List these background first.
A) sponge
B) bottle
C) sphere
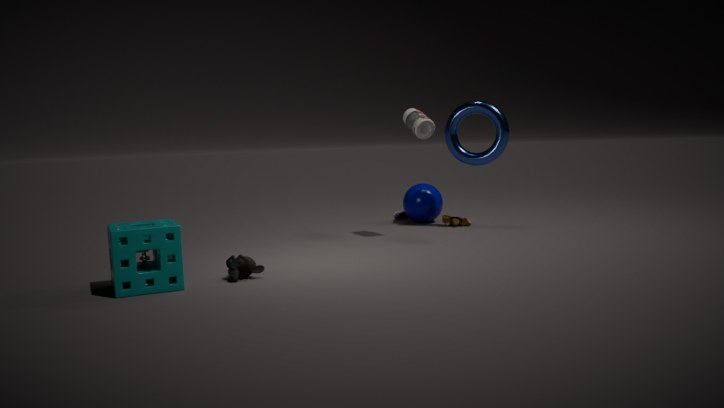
sphere → bottle → sponge
